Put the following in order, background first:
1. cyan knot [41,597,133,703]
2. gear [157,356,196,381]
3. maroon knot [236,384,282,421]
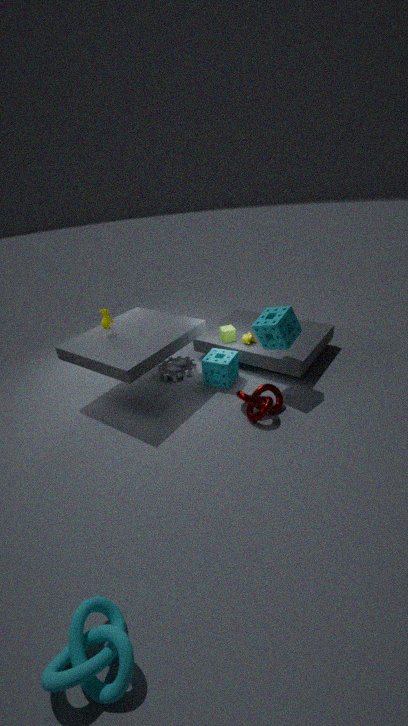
gear [157,356,196,381] < maroon knot [236,384,282,421] < cyan knot [41,597,133,703]
